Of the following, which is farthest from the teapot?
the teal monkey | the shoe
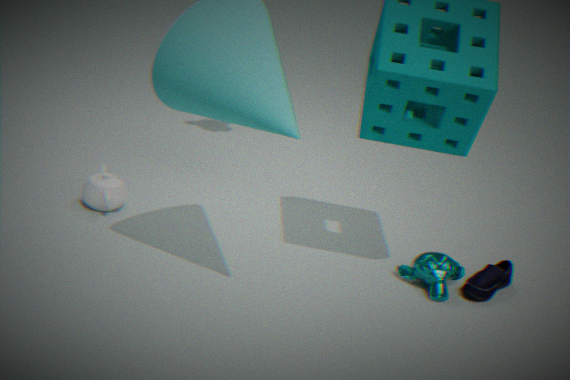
the shoe
